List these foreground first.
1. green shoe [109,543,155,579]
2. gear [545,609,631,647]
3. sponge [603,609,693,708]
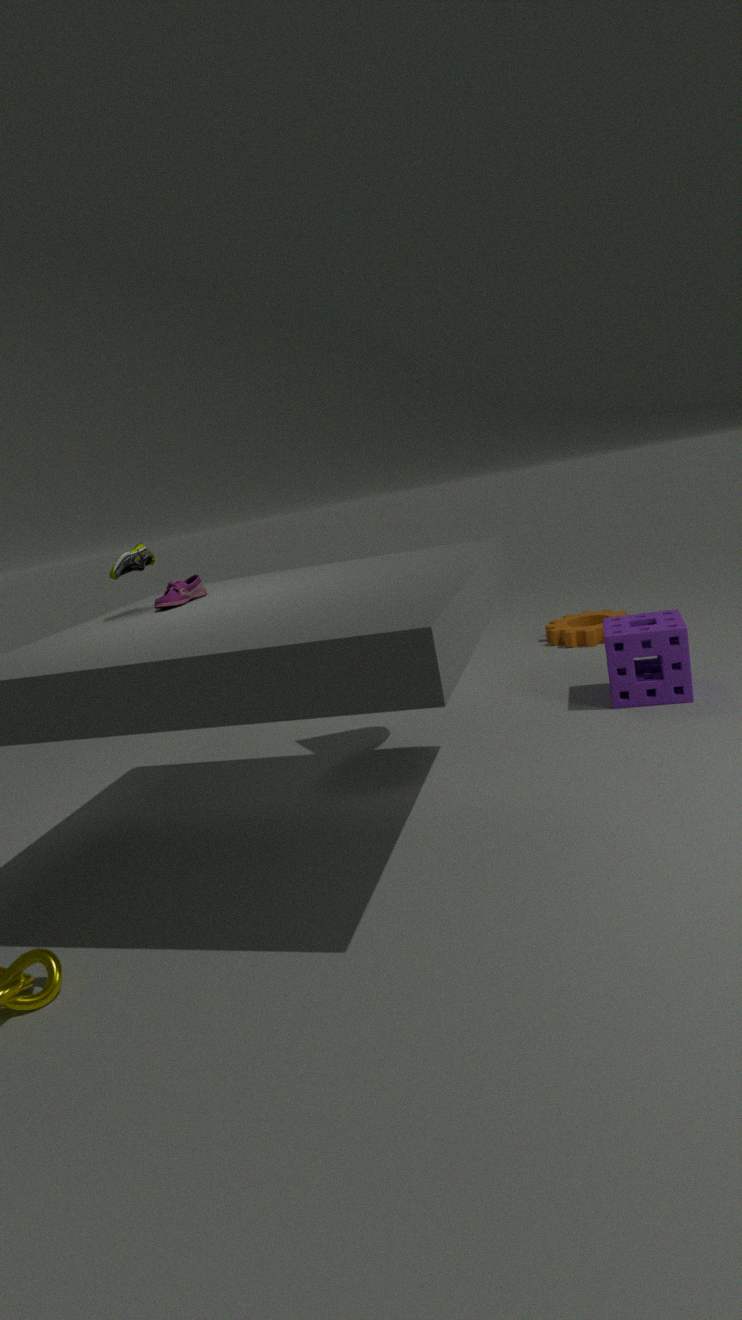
green shoe [109,543,155,579] < sponge [603,609,693,708] < gear [545,609,631,647]
